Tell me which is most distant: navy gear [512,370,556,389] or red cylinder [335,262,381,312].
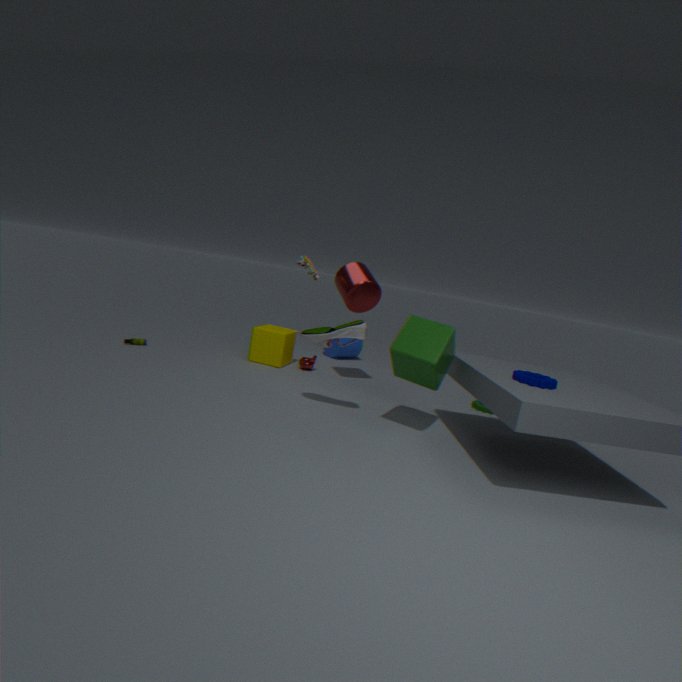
red cylinder [335,262,381,312]
